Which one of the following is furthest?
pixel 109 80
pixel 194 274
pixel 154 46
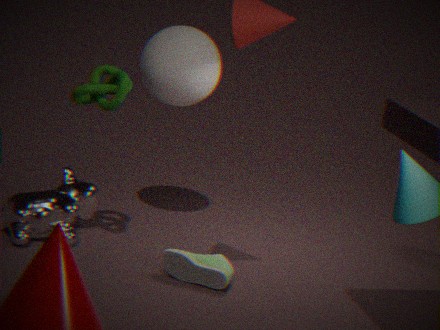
pixel 154 46
